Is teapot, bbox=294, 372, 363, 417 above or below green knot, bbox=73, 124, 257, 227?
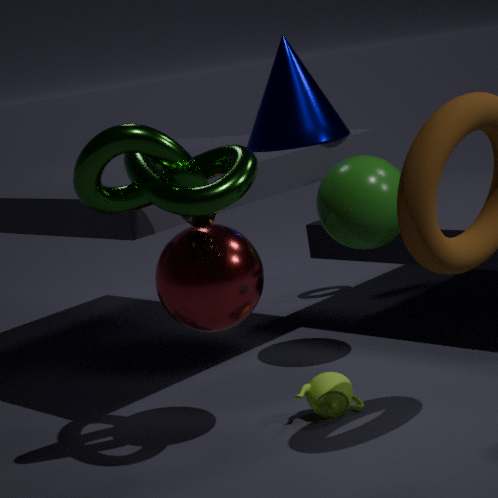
below
